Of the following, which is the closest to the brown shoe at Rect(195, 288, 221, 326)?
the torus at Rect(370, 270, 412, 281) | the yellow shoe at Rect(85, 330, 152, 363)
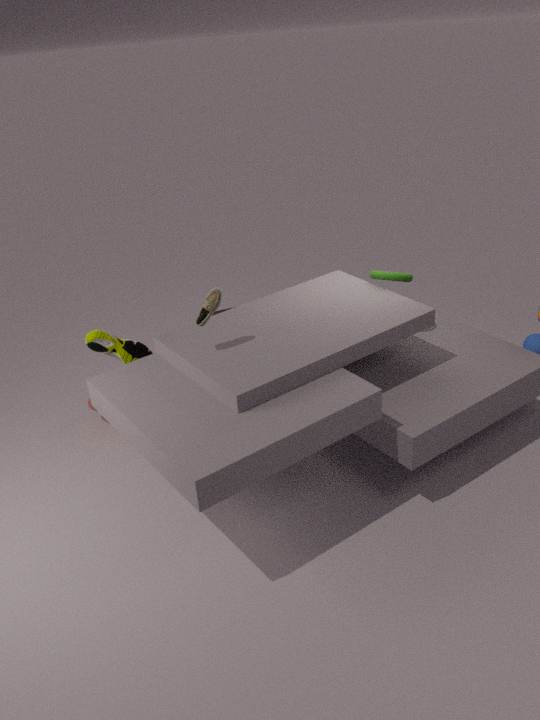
the yellow shoe at Rect(85, 330, 152, 363)
